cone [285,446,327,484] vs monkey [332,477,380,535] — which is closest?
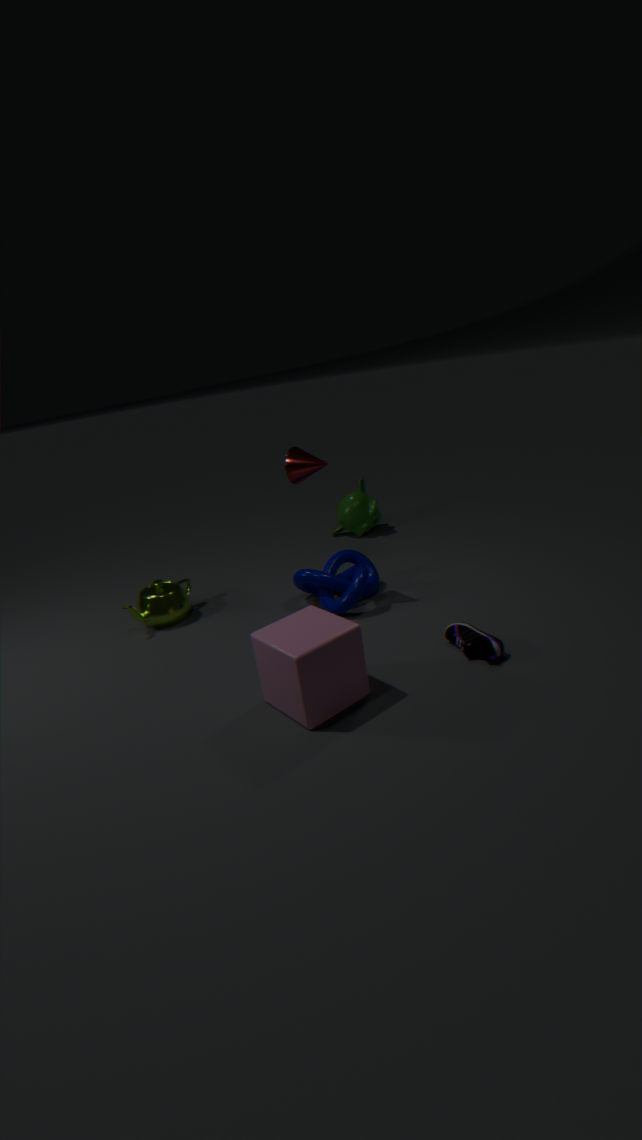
Answer: cone [285,446,327,484]
